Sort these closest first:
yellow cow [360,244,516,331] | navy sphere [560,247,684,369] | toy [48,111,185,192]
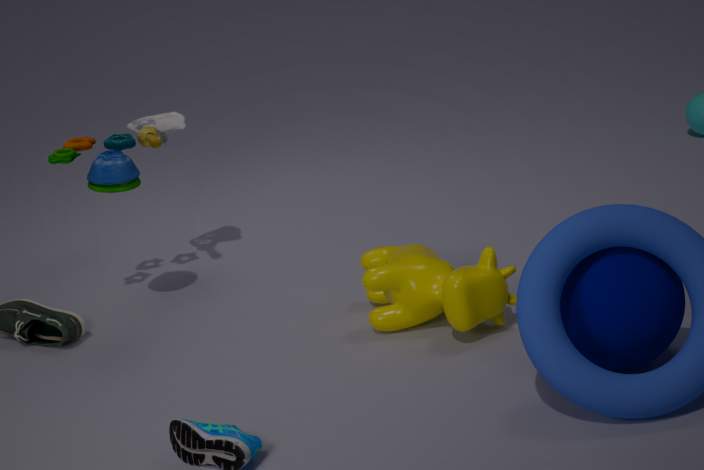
1. navy sphere [560,247,684,369]
2. yellow cow [360,244,516,331]
3. toy [48,111,185,192]
